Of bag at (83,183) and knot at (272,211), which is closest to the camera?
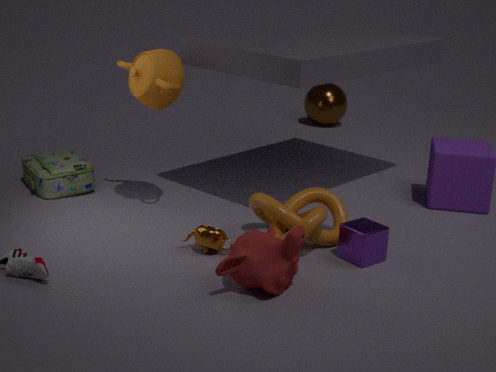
knot at (272,211)
